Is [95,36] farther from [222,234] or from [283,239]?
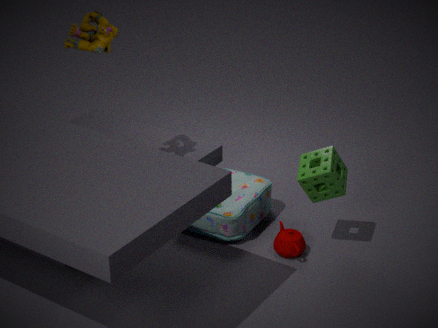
[283,239]
